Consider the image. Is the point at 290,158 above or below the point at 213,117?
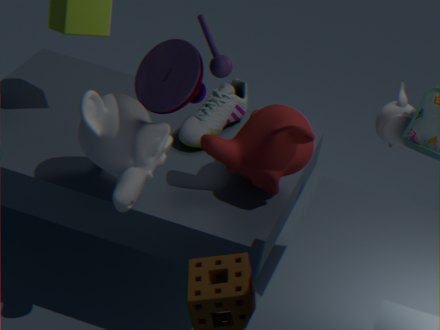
above
